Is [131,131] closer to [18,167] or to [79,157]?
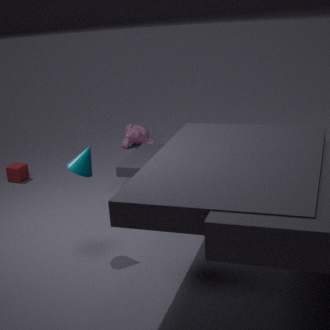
[18,167]
